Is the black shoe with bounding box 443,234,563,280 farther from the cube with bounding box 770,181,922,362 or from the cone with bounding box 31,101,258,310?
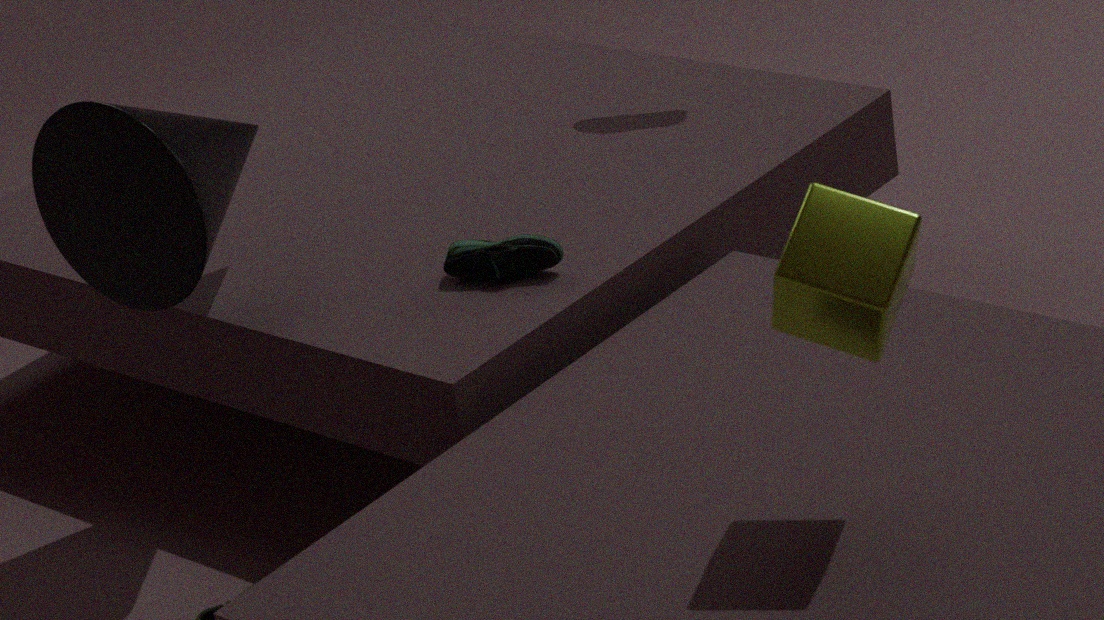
the cube with bounding box 770,181,922,362
